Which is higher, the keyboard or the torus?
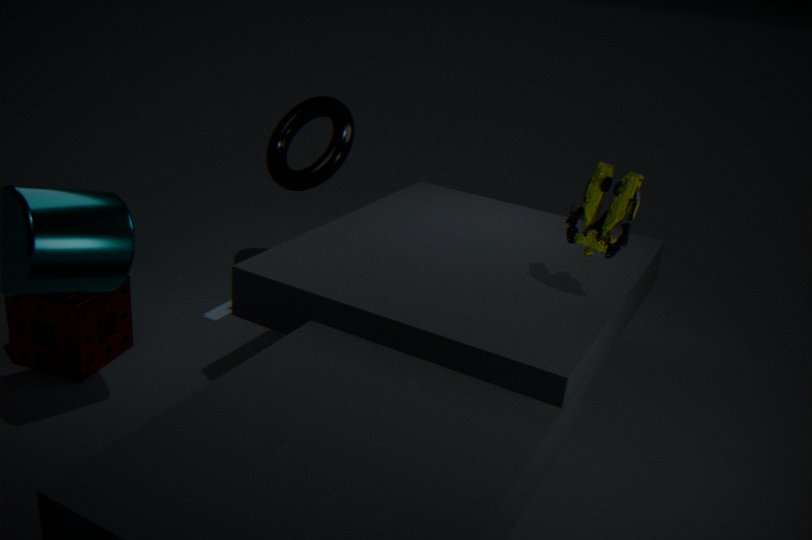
the torus
